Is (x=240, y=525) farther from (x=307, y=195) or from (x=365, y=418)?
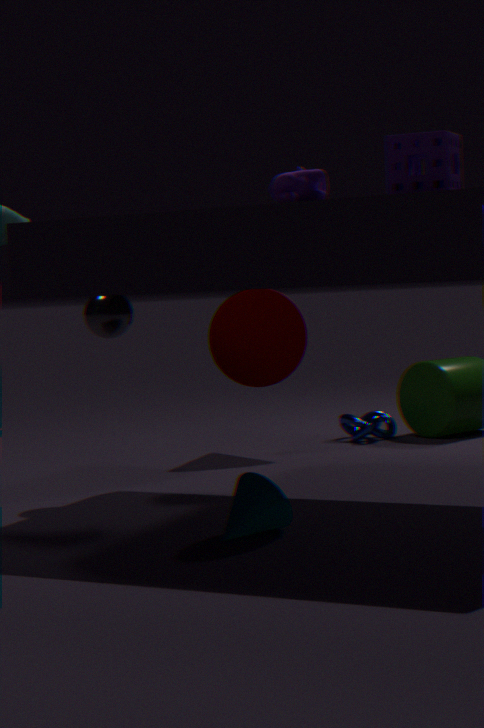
(x=365, y=418)
